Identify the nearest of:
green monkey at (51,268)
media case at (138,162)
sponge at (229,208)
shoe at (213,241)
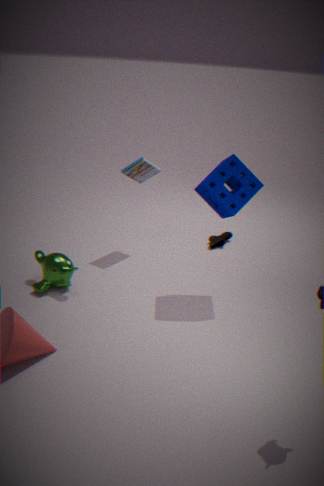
sponge at (229,208)
